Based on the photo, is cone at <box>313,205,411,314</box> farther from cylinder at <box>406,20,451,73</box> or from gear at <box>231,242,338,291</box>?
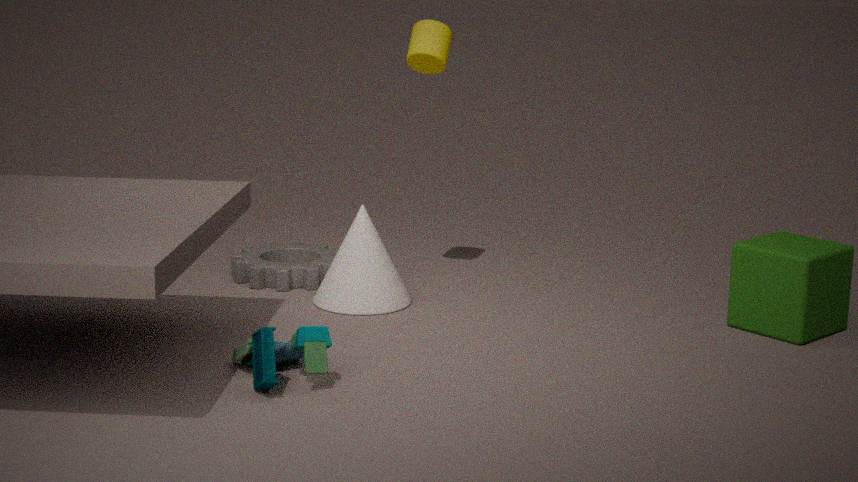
cylinder at <box>406,20,451,73</box>
